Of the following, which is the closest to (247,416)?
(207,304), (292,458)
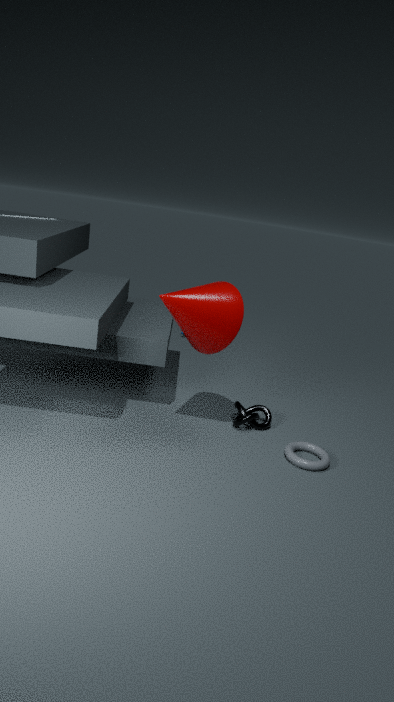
(292,458)
